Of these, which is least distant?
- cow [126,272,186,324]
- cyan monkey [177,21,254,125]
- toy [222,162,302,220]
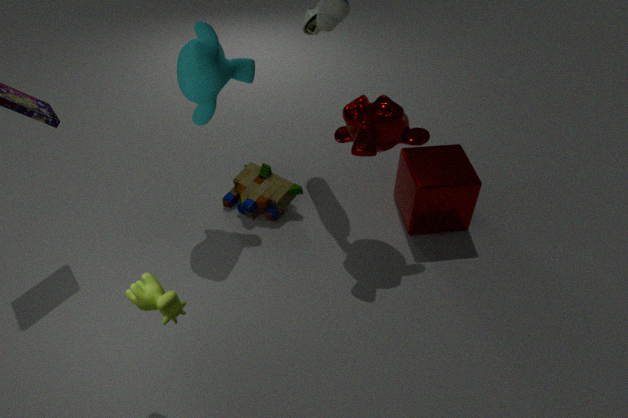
cow [126,272,186,324]
